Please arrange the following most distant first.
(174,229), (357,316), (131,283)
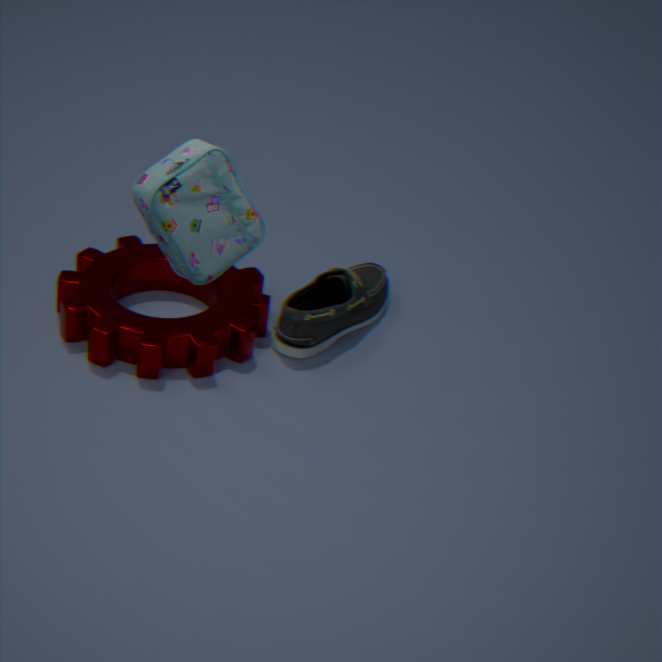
(131,283) < (357,316) < (174,229)
